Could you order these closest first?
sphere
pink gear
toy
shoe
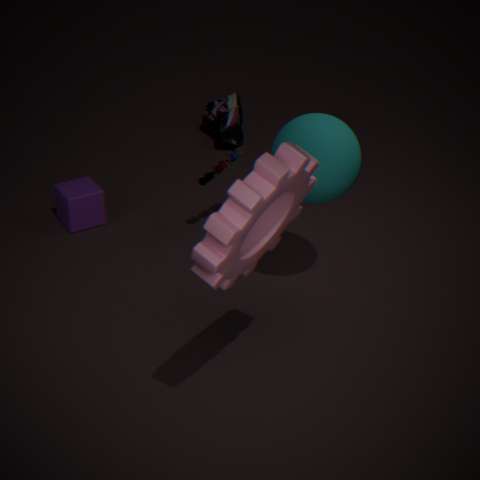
pink gear
sphere
toy
shoe
